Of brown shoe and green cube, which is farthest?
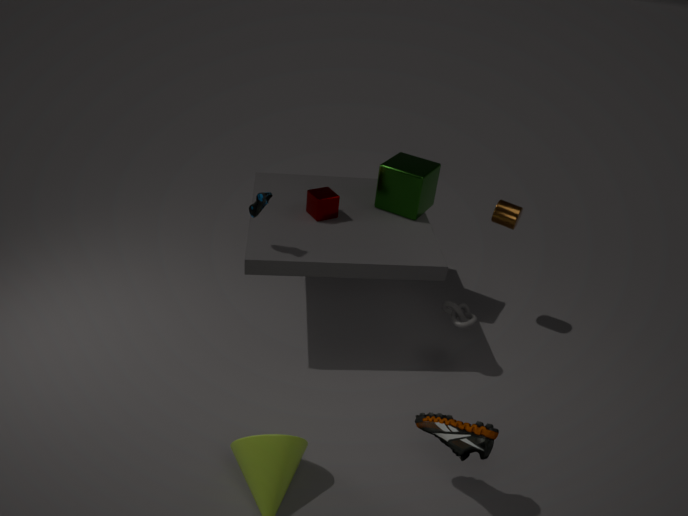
green cube
